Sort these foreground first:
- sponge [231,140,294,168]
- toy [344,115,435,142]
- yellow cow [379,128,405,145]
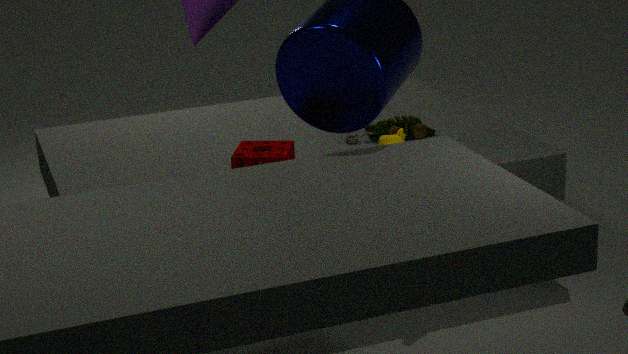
sponge [231,140,294,168]
yellow cow [379,128,405,145]
toy [344,115,435,142]
